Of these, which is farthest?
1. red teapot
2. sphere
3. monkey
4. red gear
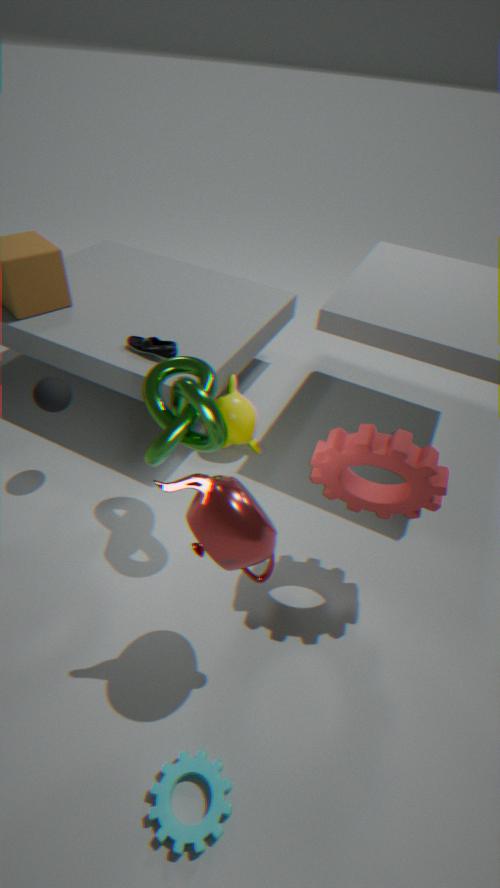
monkey
